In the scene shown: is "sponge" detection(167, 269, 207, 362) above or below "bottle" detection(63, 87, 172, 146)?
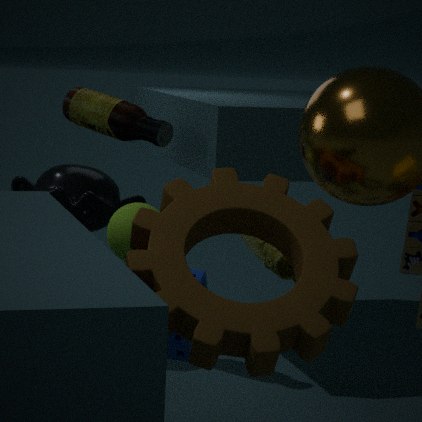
below
